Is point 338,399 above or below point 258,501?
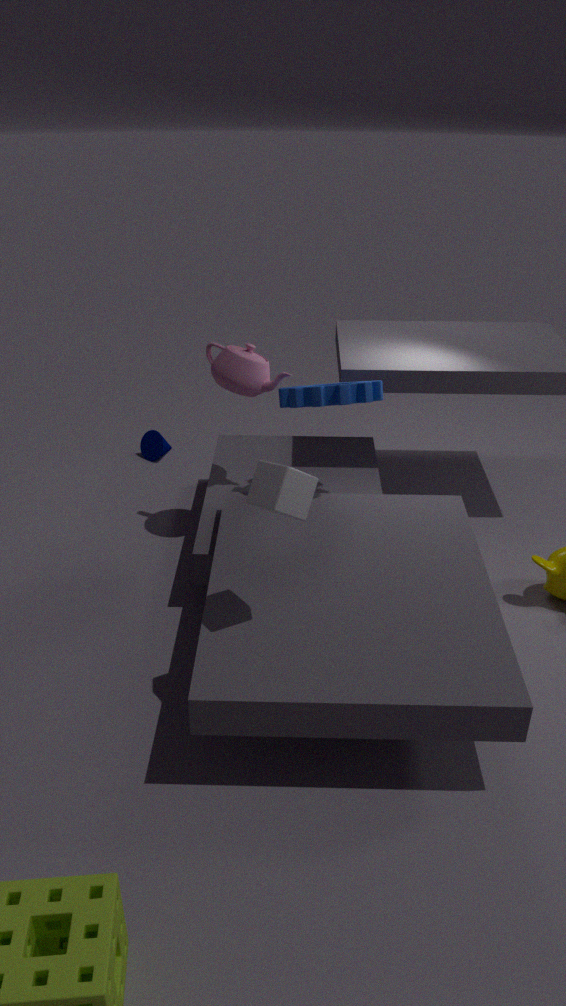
below
